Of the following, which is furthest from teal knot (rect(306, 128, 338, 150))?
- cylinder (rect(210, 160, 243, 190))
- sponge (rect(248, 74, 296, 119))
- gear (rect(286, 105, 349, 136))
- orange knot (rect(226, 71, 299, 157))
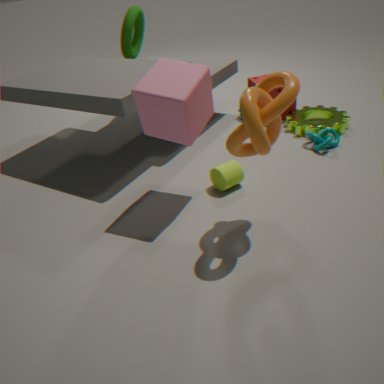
orange knot (rect(226, 71, 299, 157))
